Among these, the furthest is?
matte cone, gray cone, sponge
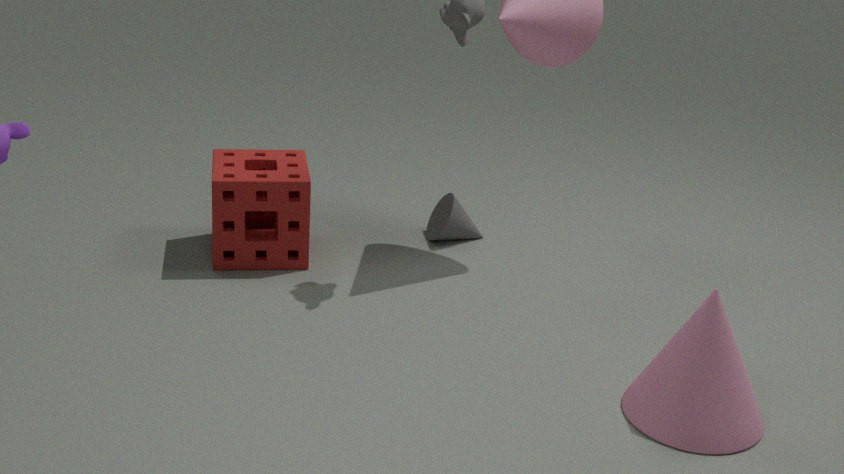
gray cone
